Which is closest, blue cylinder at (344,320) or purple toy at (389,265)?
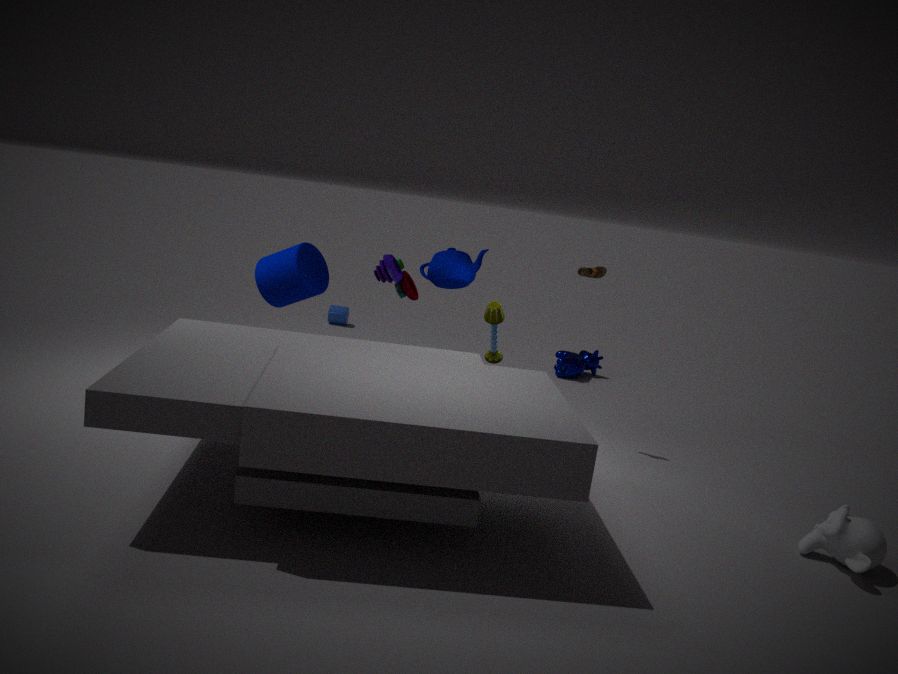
purple toy at (389,265)
